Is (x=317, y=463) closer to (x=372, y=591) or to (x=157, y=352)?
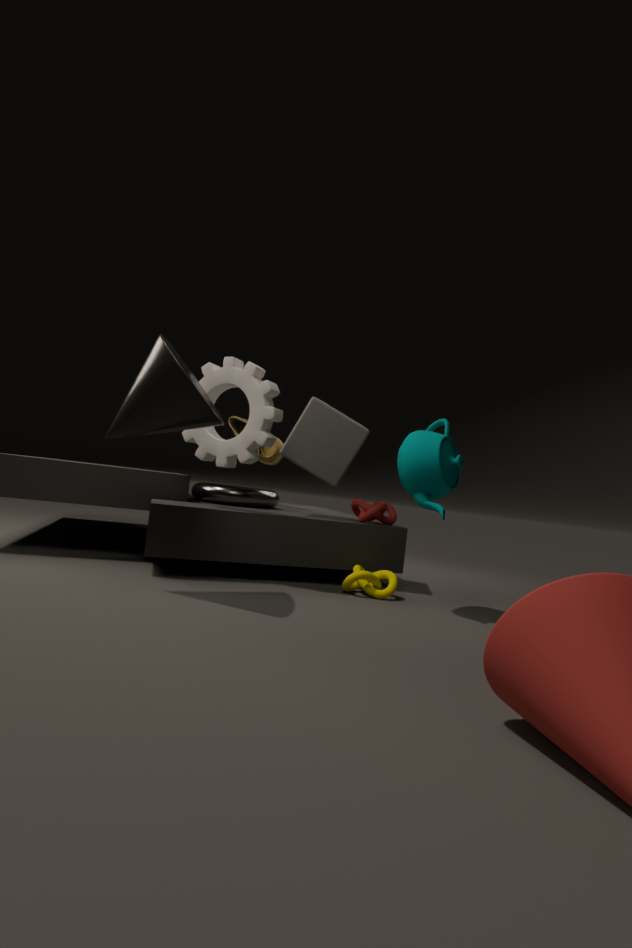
(x=372, y=591)
